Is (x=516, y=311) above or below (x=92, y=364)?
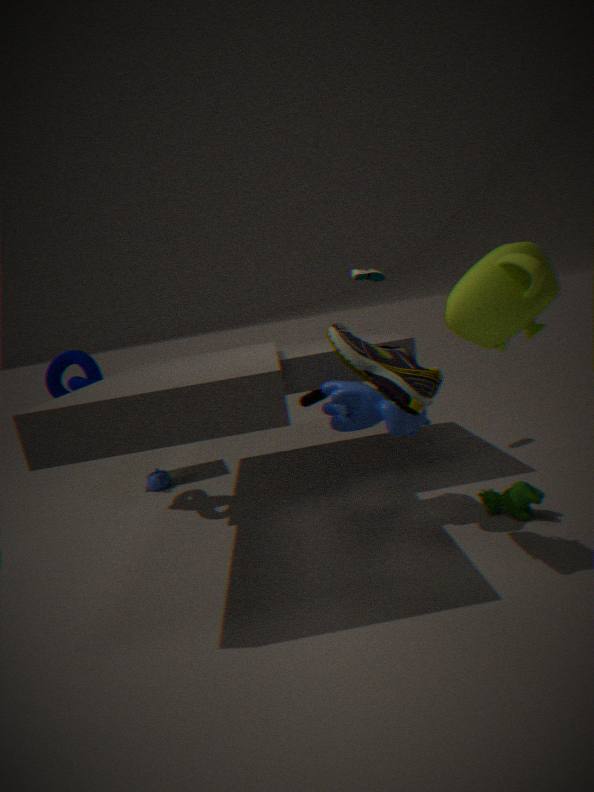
above
